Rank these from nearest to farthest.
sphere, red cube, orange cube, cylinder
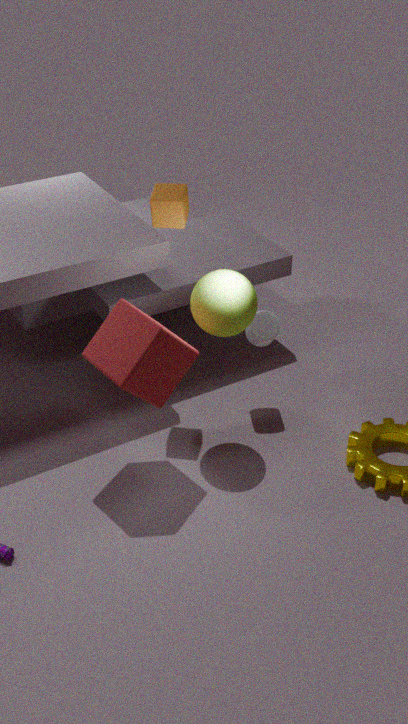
red cube, sphere, orange cube, cylinder
